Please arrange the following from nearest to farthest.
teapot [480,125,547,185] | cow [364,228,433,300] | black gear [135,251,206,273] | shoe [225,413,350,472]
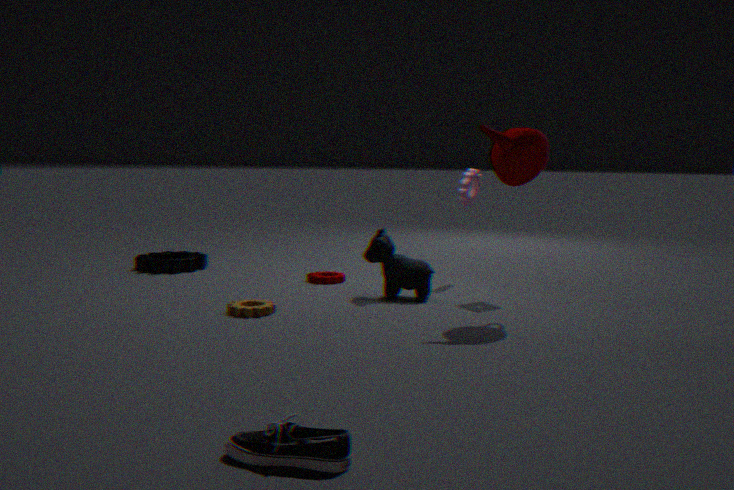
shoe [225,413,350,472] < teapot [480,125,547,185] < cow [364,228,433,300] < black gear [135,251,206,273]
